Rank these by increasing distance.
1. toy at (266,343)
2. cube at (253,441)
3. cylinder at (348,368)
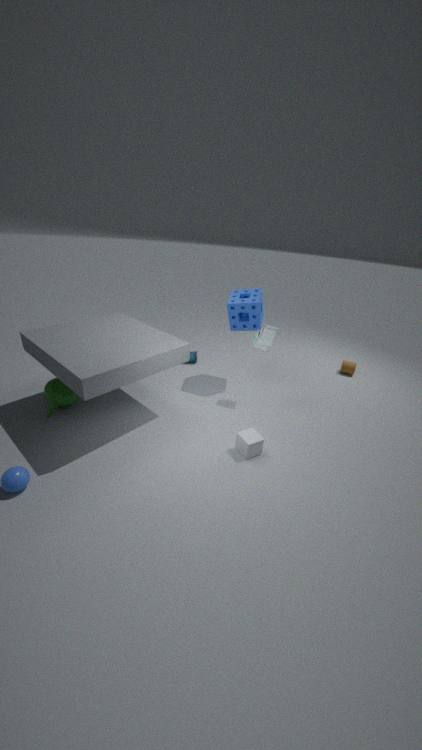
cube at (253,441)
toy at (266,343)
cylinder at (348,368)
